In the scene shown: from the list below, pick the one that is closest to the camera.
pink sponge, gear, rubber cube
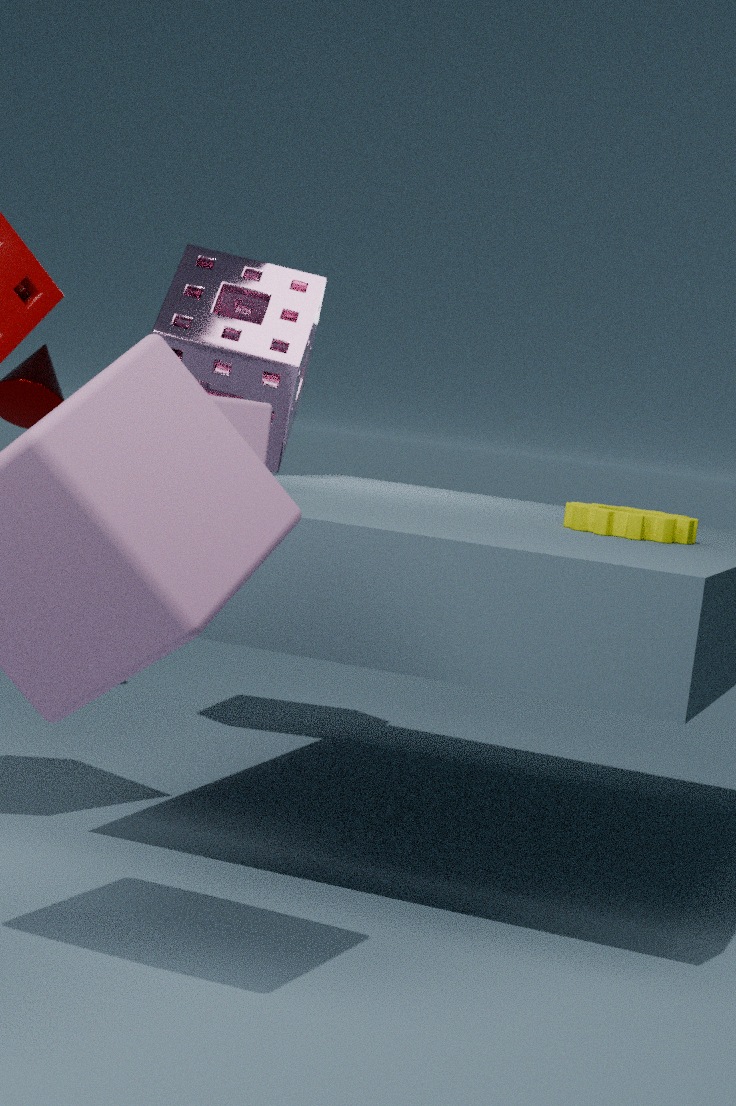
rubber cube
